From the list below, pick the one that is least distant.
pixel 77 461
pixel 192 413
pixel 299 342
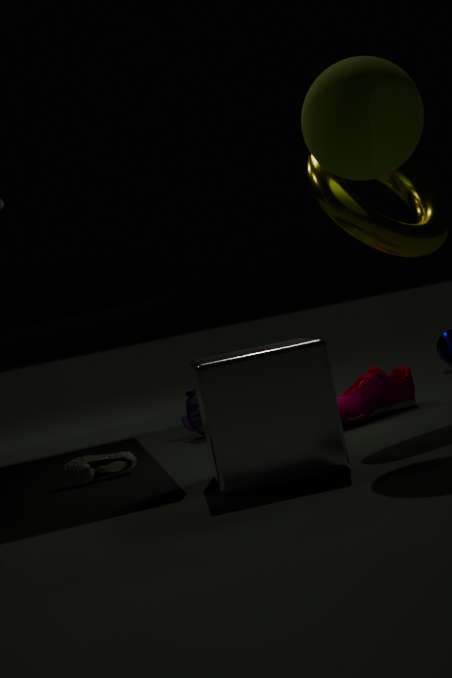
pixel 299 342
